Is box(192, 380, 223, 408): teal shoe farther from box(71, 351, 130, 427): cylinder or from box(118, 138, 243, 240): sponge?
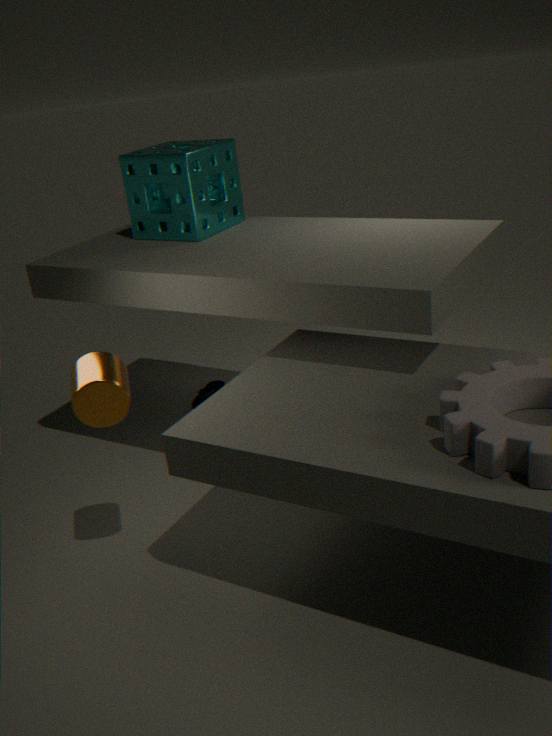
box(71, 351, 130, 427): cylinder
